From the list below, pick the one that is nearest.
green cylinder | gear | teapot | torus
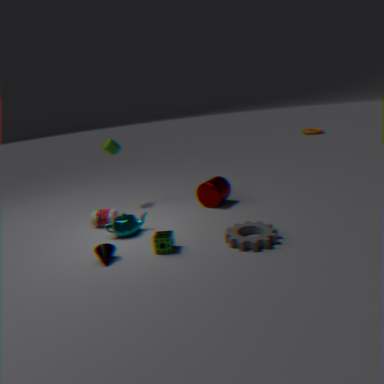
gear
